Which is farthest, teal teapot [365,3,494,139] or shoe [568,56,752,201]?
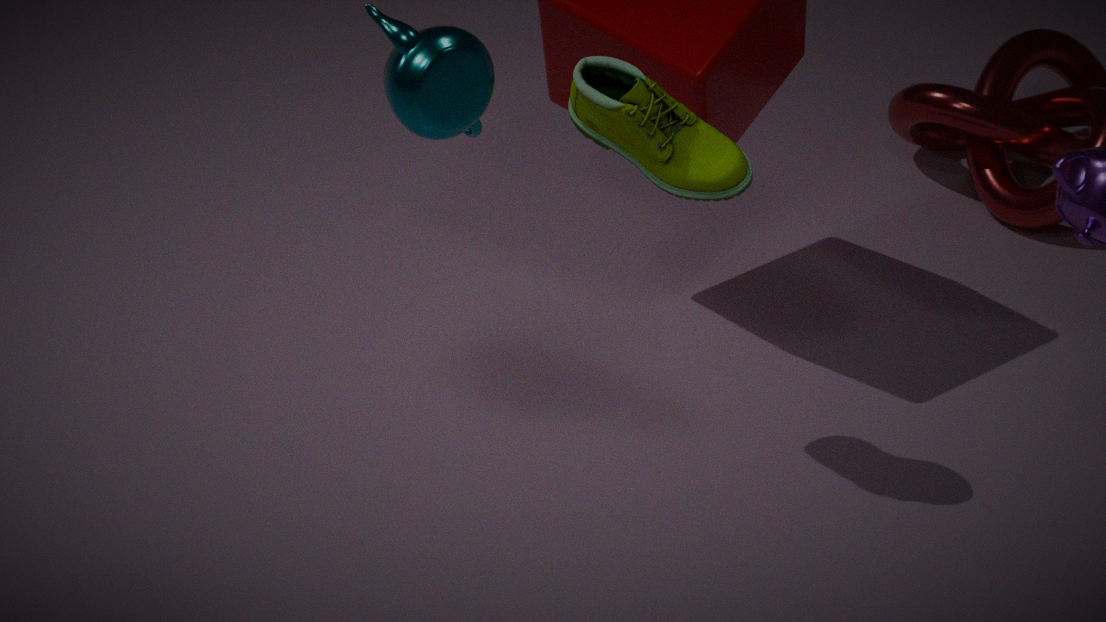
shoe [568,56,752,201]
